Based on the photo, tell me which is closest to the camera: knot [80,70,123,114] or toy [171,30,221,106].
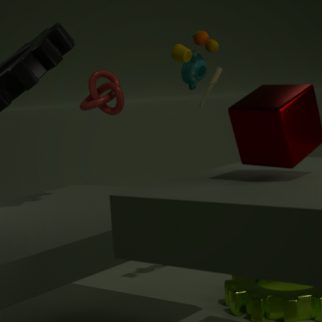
toy [171,30,221,106]
